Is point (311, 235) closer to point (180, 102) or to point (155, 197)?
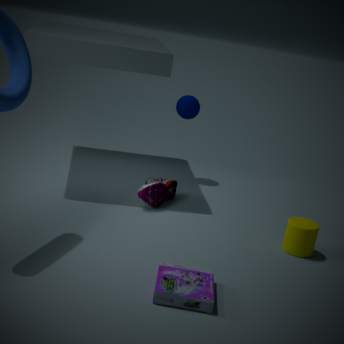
point (155, 197)
